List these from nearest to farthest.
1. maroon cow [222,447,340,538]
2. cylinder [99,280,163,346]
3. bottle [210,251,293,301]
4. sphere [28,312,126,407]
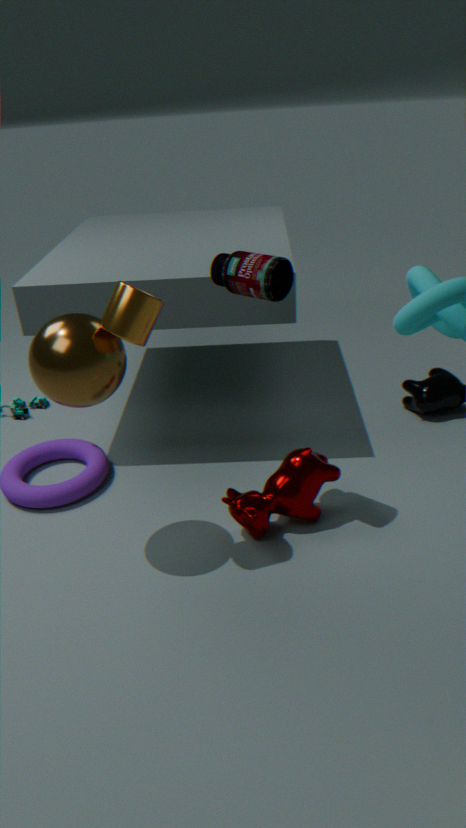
cylinder [99,280,163,346] < sphere [28,312,126,407] < bottle [210,251,293,301] < maroon cow [222,447,340,538]
